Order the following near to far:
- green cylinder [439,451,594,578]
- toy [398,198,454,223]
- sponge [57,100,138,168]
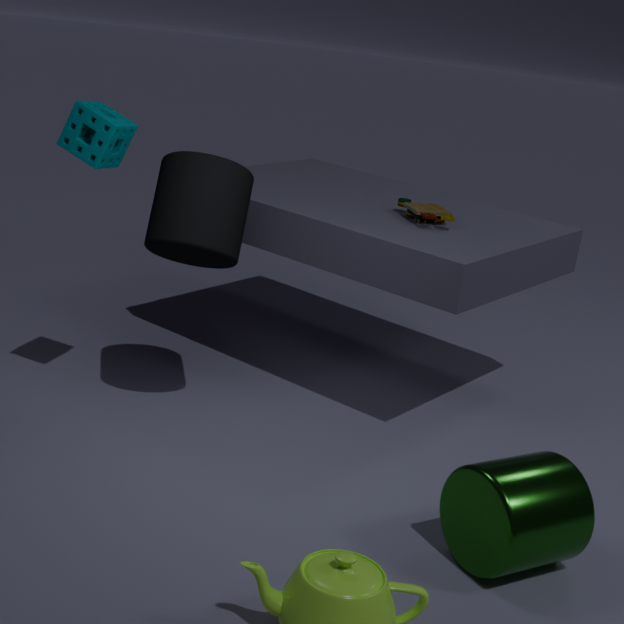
green cylinder [439,451,594,578] → sponge [57,100,138,168] → toy [398,198,454,223]
